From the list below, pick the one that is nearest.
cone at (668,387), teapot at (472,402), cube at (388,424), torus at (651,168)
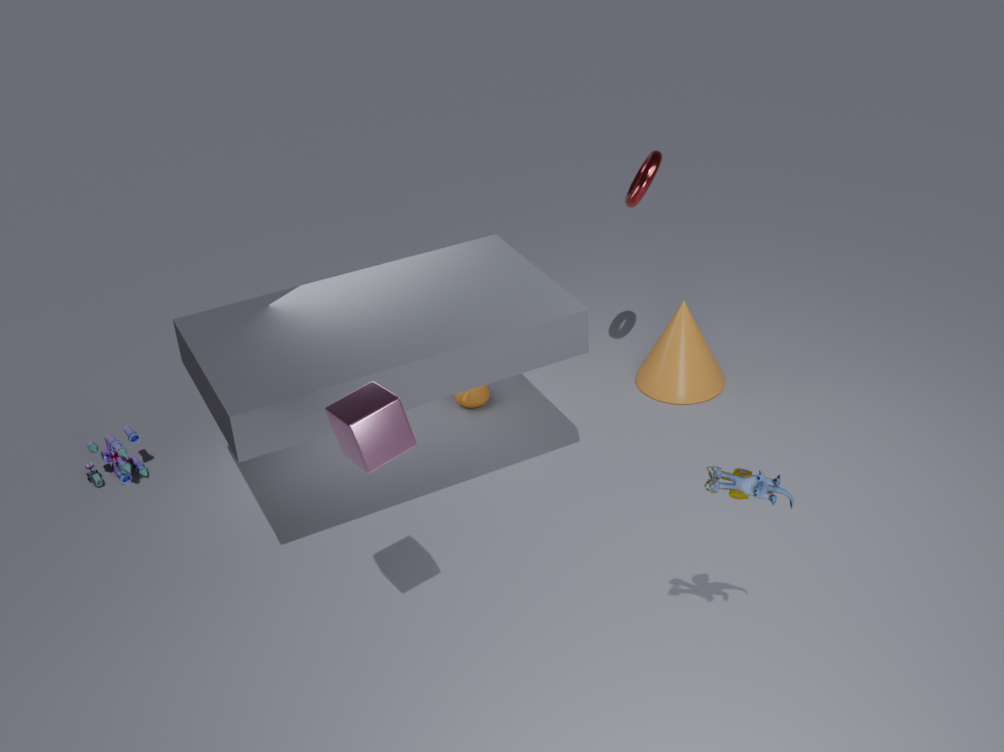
cube at (388,424)
